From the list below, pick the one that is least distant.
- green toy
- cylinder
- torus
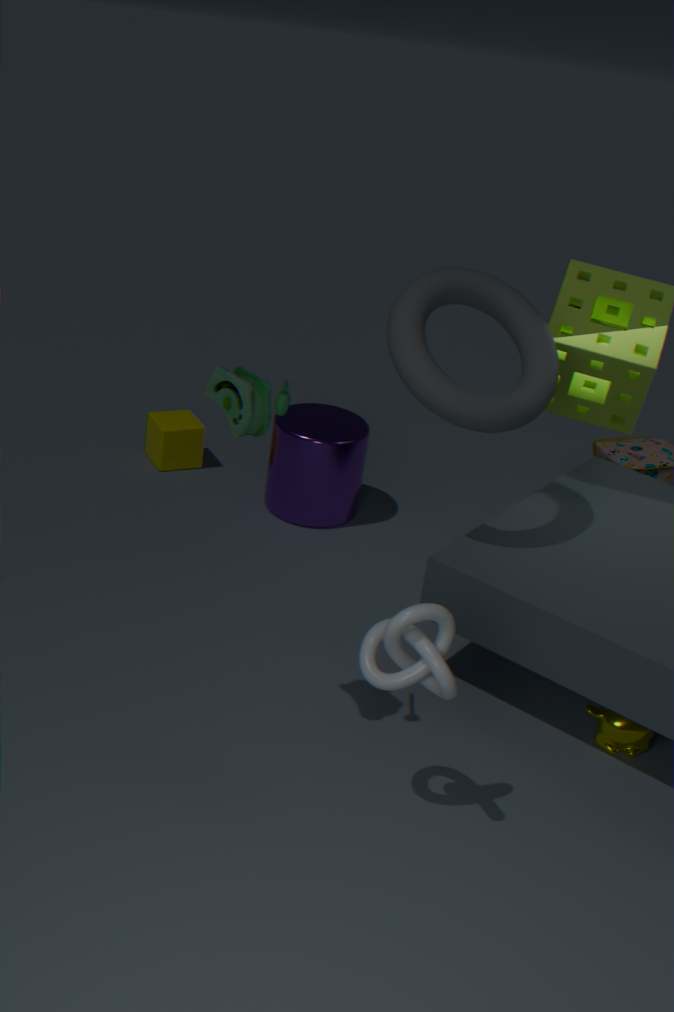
green toy
